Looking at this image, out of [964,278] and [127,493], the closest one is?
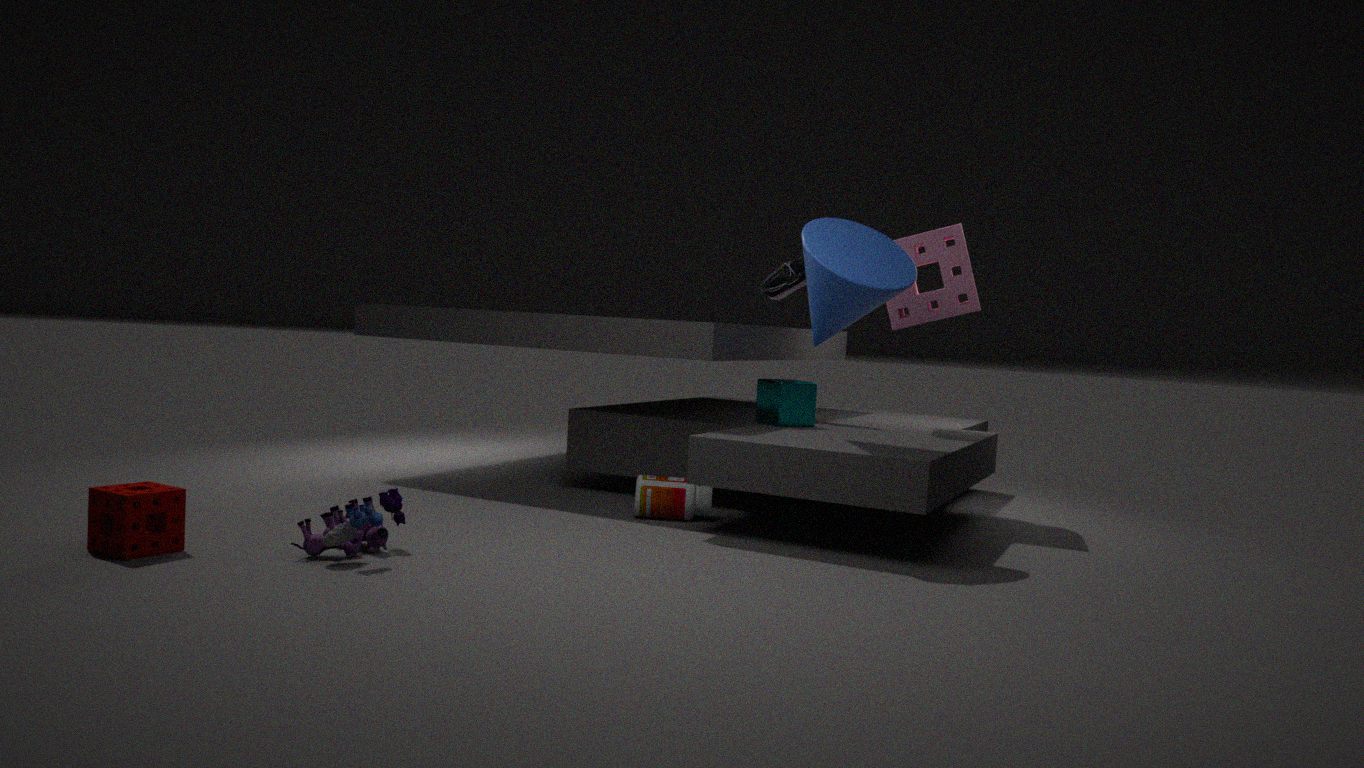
[127,493]
